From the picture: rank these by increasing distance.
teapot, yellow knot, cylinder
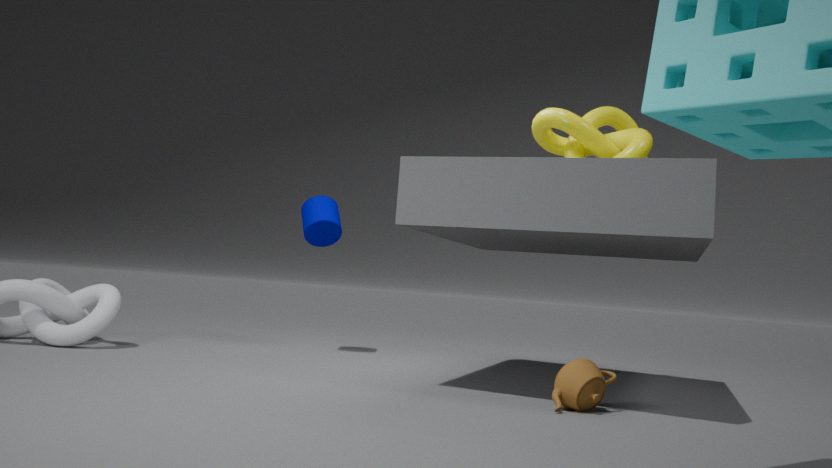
teapot, yellow knot, cylinder
